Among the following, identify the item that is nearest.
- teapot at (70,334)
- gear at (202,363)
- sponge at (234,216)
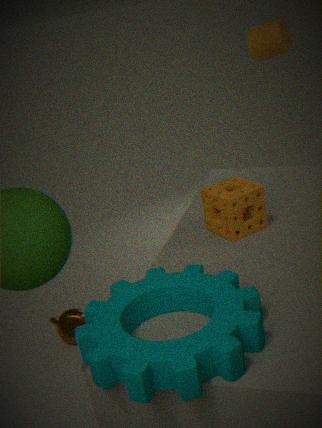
gear at (202,363)
